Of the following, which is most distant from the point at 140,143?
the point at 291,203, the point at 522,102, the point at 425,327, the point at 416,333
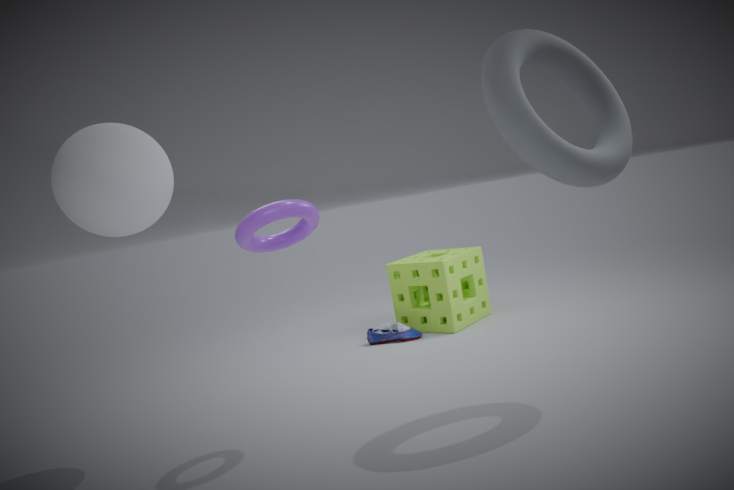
the point at 425,327
